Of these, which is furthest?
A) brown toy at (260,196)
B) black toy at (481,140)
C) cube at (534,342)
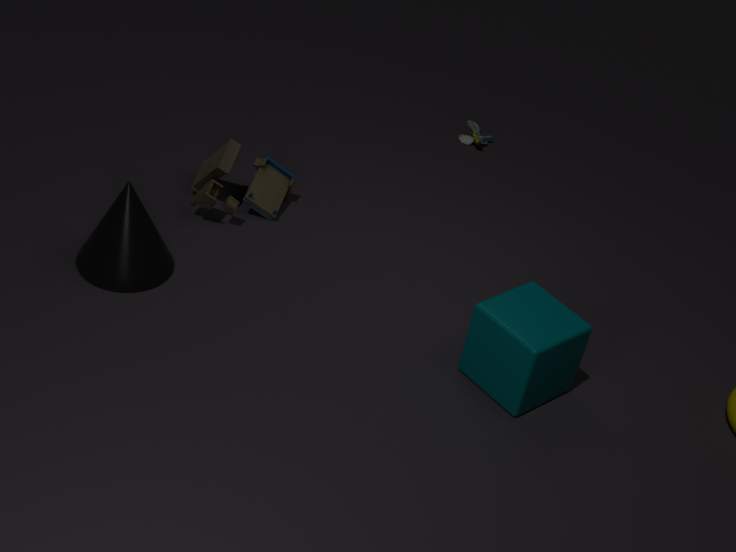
black toy at (481,140)
